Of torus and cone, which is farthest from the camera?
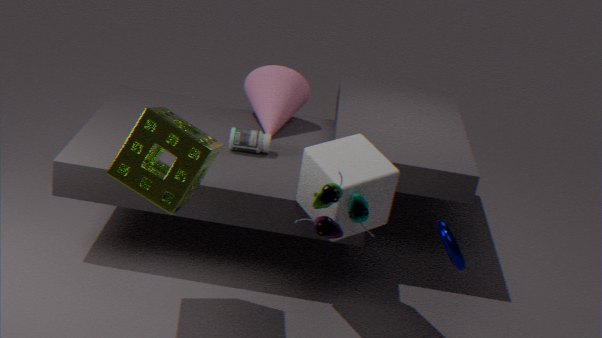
cone
